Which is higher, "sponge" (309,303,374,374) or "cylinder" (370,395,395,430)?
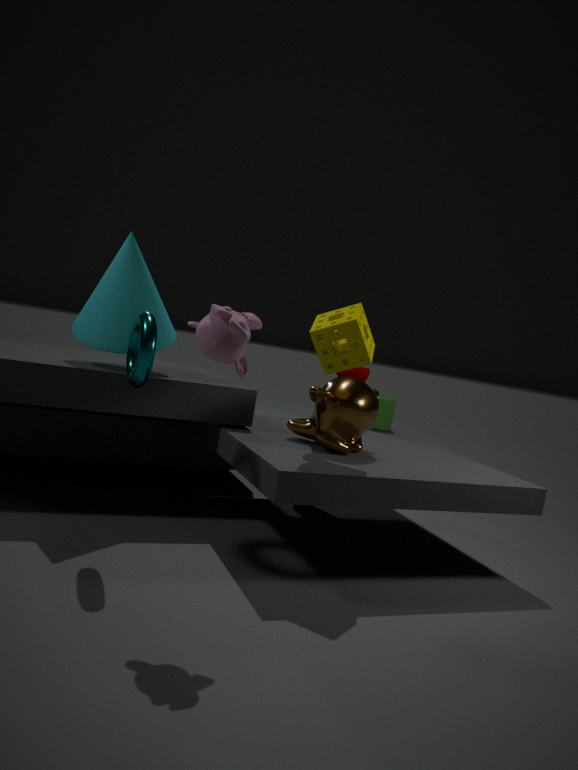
"sponge" (309,303,374,374)
